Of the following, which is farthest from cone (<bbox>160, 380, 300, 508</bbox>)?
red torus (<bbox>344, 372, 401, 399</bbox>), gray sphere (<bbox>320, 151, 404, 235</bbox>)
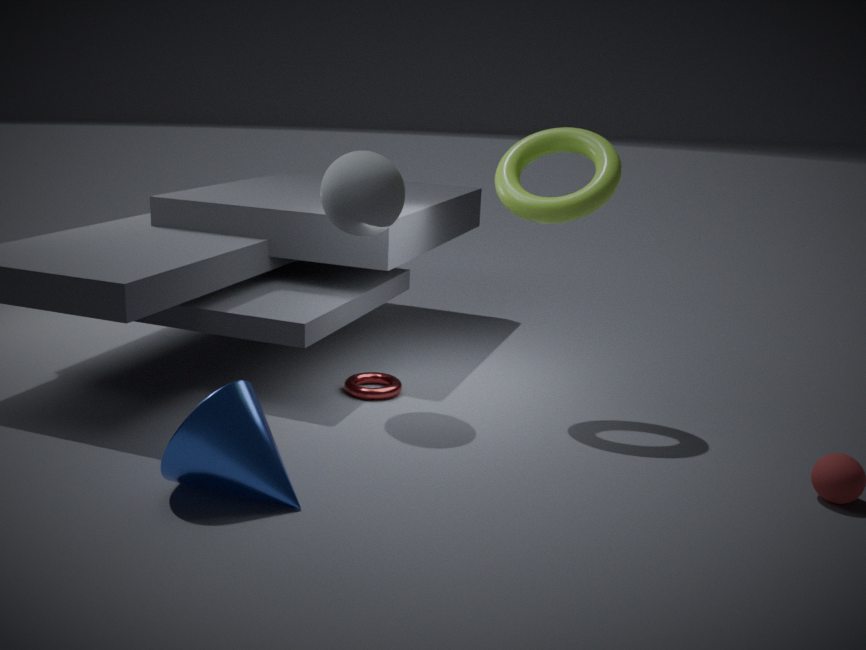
gray sphere (<bbox>320, 151, 404, 235</bbox>)
